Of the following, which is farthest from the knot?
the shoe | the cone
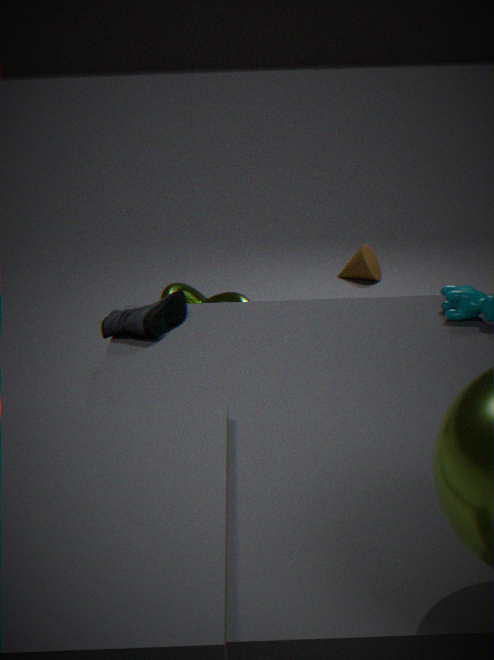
the cone
